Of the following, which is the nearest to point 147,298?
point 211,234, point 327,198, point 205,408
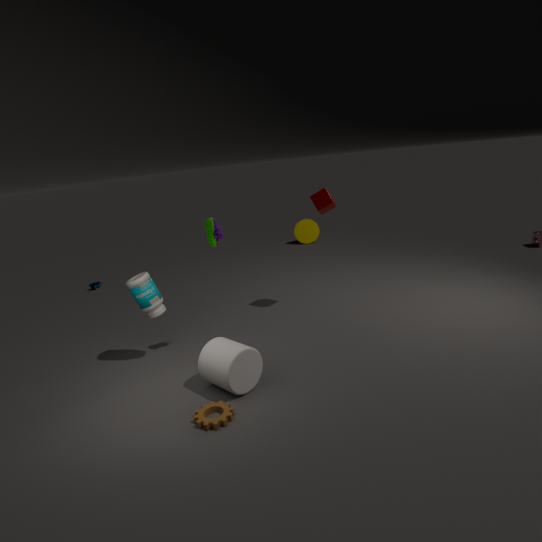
point 211,234
